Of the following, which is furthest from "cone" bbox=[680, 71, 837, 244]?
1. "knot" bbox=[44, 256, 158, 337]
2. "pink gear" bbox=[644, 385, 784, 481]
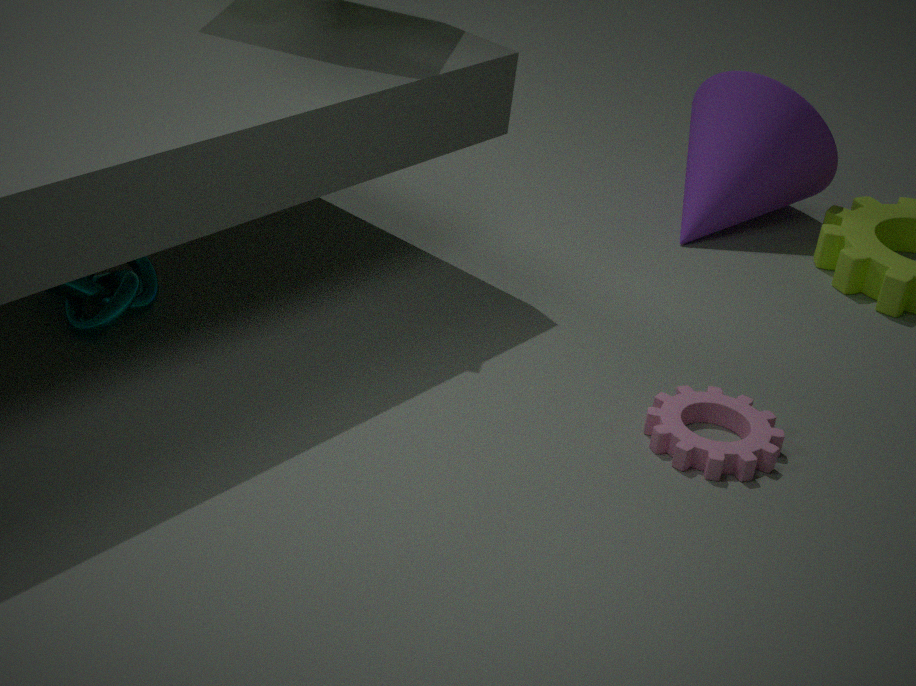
"knot" bbox=[44, 256, 158, 337]
